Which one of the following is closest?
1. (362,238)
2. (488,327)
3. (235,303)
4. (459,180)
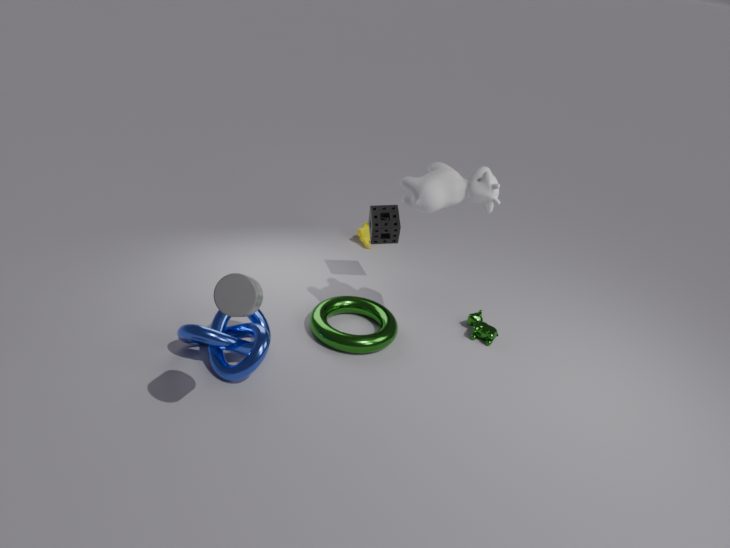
(235,303)
